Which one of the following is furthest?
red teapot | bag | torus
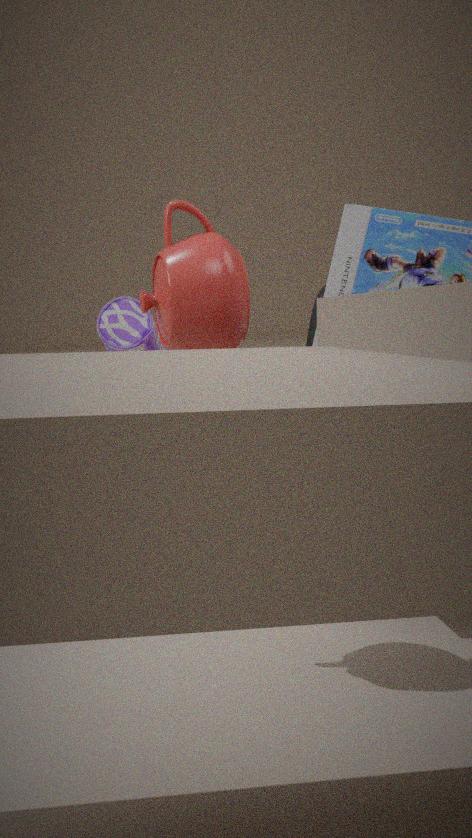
bag
